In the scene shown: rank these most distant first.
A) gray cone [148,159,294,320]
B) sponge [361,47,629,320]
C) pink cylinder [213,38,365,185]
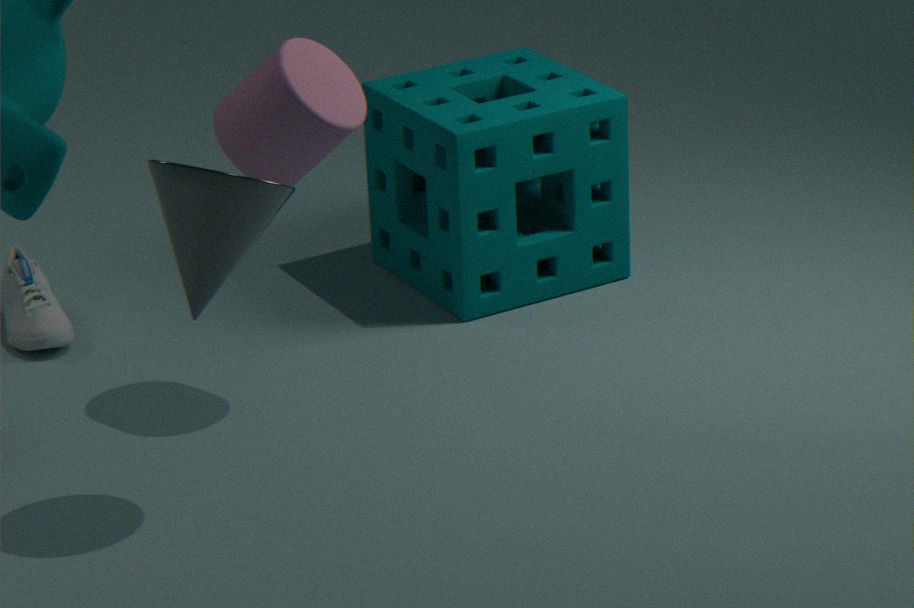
sponge [361,47,629,320] < pink cylinder [213,38,365,185] < gray cone [148,159,294,320]
